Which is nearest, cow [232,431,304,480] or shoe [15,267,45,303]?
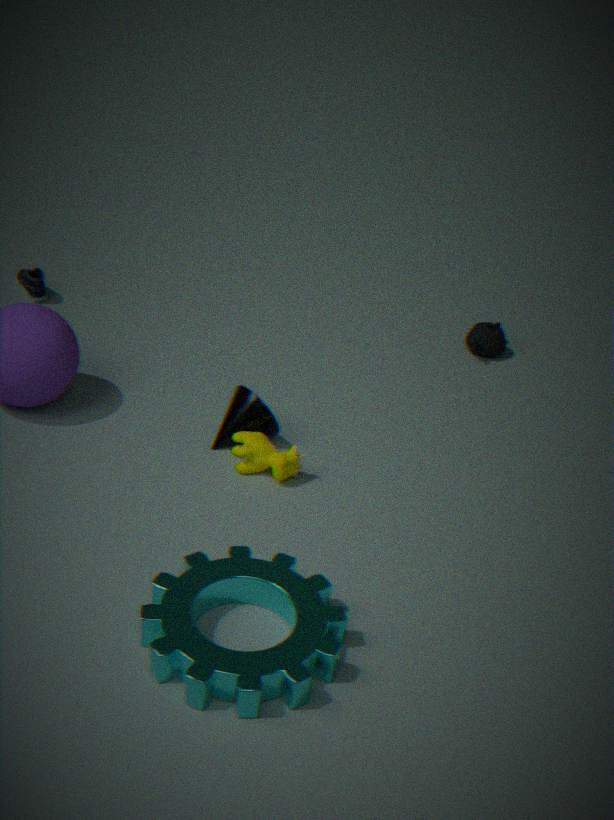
cow [232,431,304,480]
